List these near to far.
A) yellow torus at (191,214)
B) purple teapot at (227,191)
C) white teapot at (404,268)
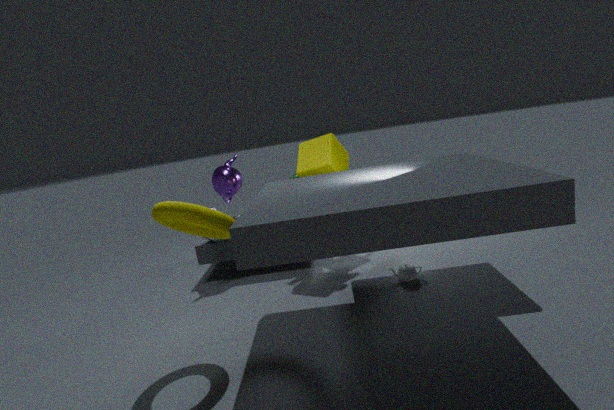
yellow torus at (191,214), white teapot at (404,268), purple teapot at (227,191)
